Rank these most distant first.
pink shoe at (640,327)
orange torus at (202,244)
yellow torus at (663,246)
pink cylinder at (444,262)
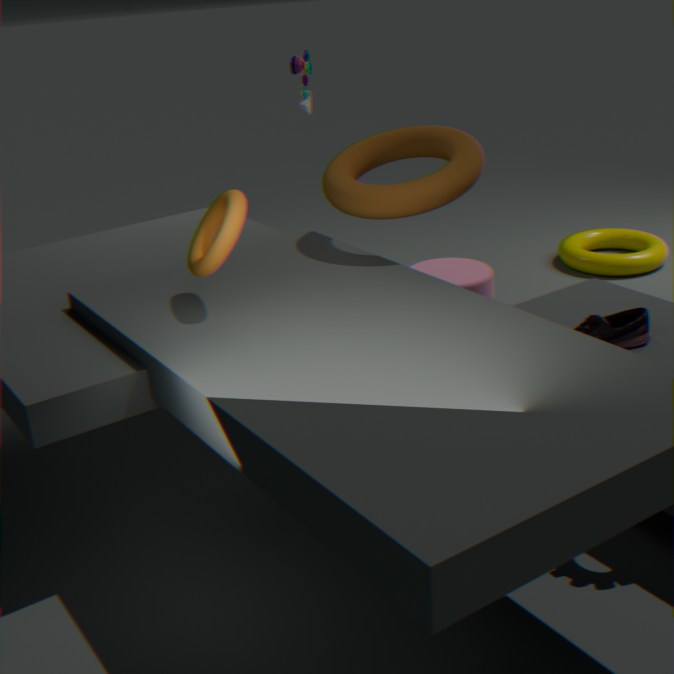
1. yellow torus at (663,246)
2. pink cylinder at (444,262)
3. pink shoe at (640,327)
4. orange torus at (202,244)
